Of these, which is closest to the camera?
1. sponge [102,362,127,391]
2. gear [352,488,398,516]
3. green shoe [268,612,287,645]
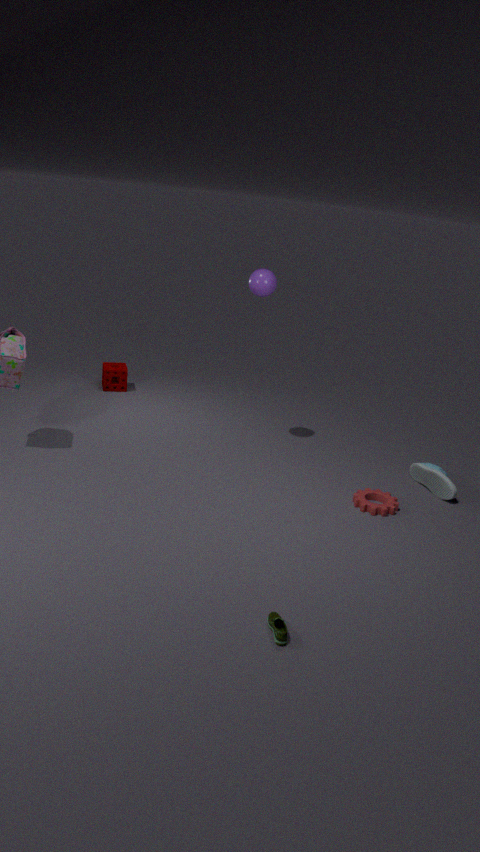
green shoe [268,612,287,645]
